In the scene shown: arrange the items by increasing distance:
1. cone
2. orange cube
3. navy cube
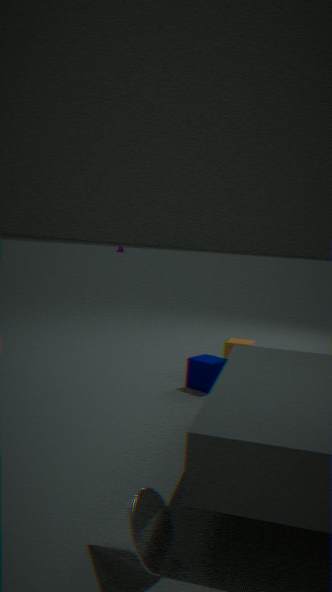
cone
navy cube
orange cube
